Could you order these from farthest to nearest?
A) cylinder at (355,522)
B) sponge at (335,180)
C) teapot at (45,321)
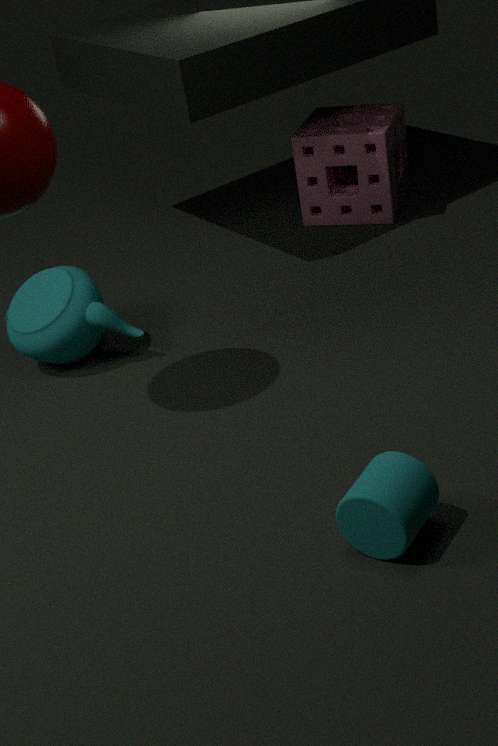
sponge at (335,180)
teapot at (45,321)
cylinder at (355,522)
